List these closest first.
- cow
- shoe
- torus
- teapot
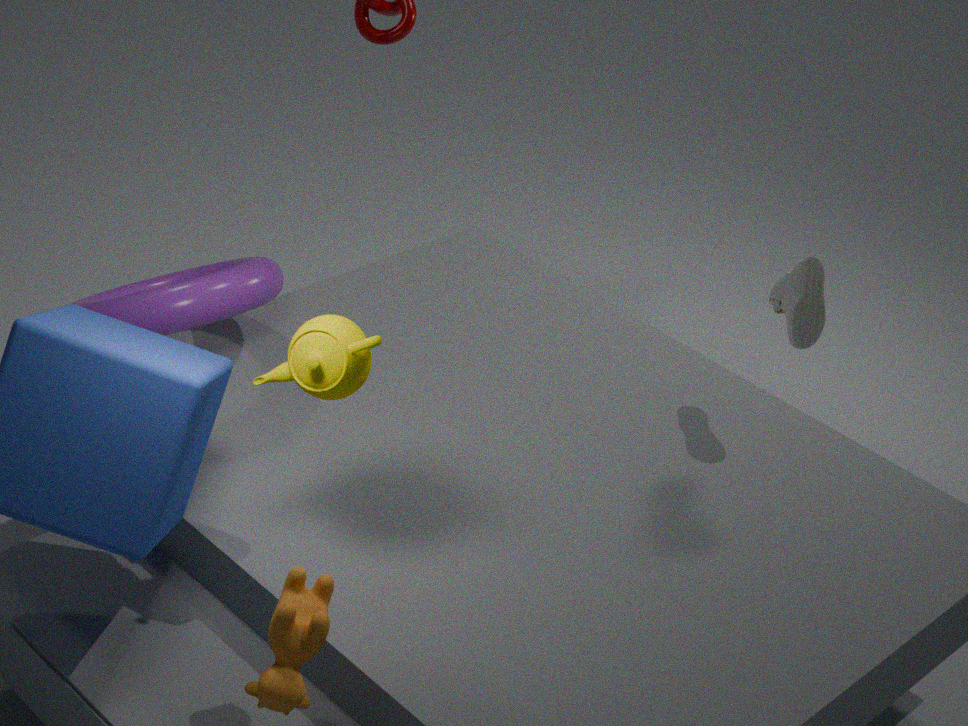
1. cow
2. teapot
3. torus
4. shoe
